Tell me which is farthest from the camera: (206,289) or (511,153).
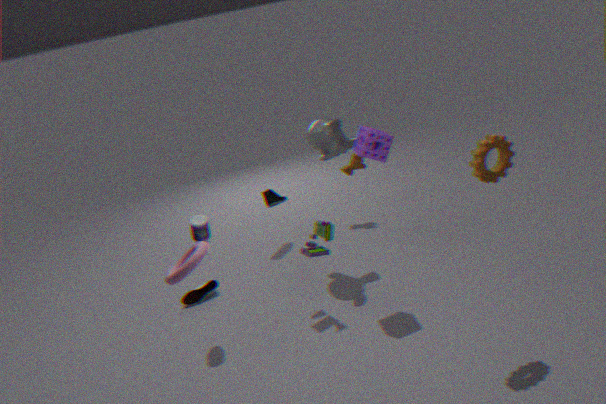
(206,289)
